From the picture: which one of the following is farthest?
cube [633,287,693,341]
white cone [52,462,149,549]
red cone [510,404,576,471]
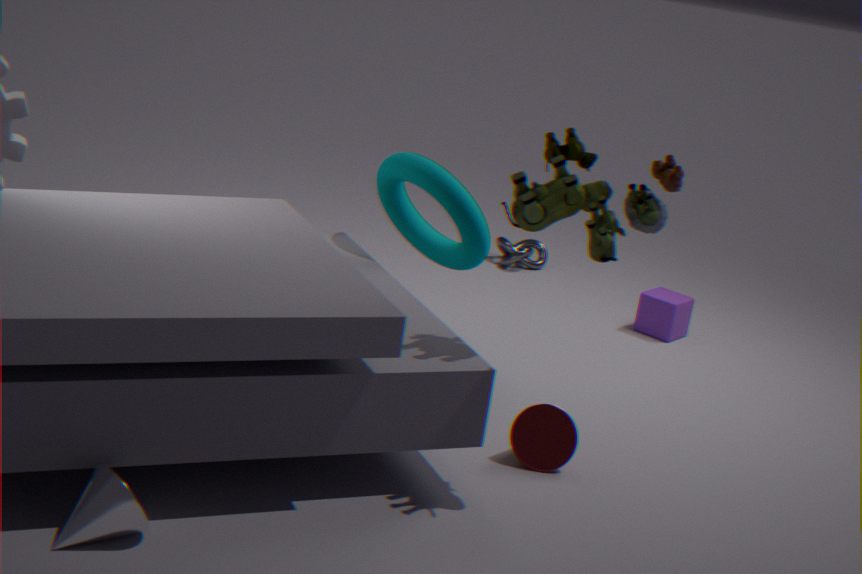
cube [633,287,693,341]
